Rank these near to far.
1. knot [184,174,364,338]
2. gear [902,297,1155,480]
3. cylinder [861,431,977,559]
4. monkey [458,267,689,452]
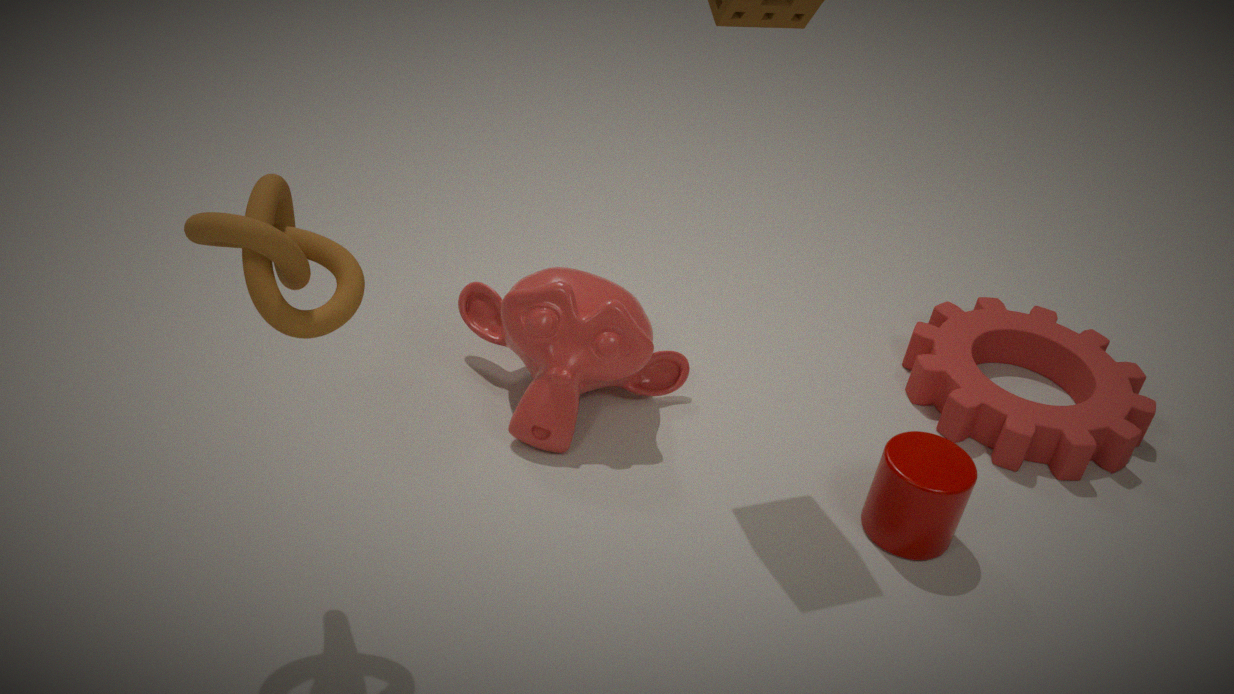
knot [184,174,364,338]
cylinder [861,431,977,559]
monkey [458,267,689,452]
gear [902,297,1155,480]
